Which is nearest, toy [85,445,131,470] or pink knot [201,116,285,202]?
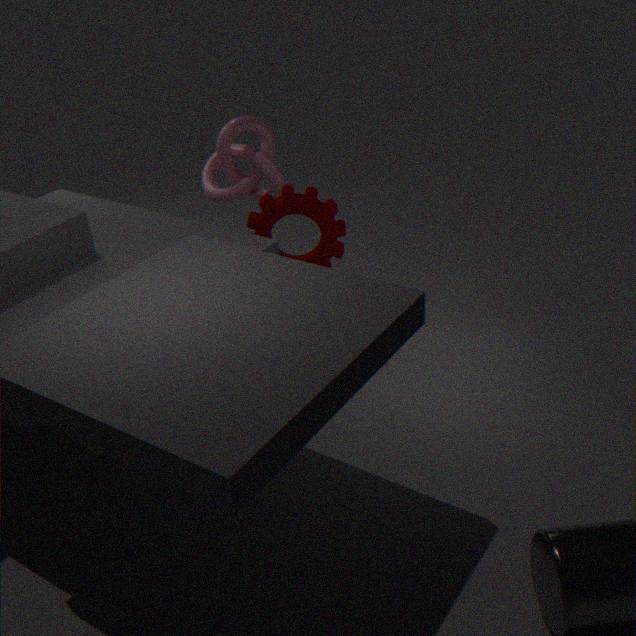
toy [85,445,131,470]
